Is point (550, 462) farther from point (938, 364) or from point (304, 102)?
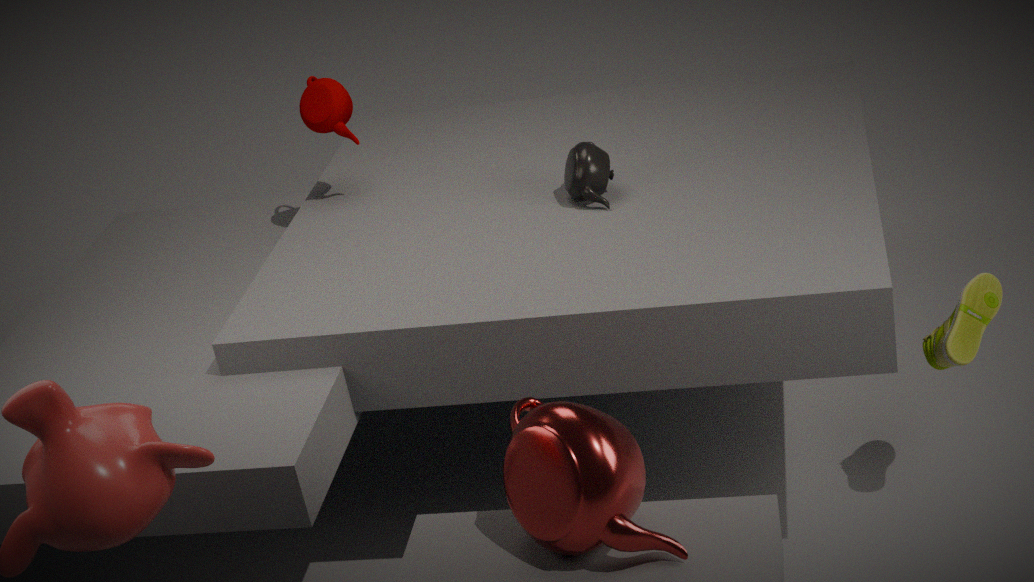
point (304, 102)
